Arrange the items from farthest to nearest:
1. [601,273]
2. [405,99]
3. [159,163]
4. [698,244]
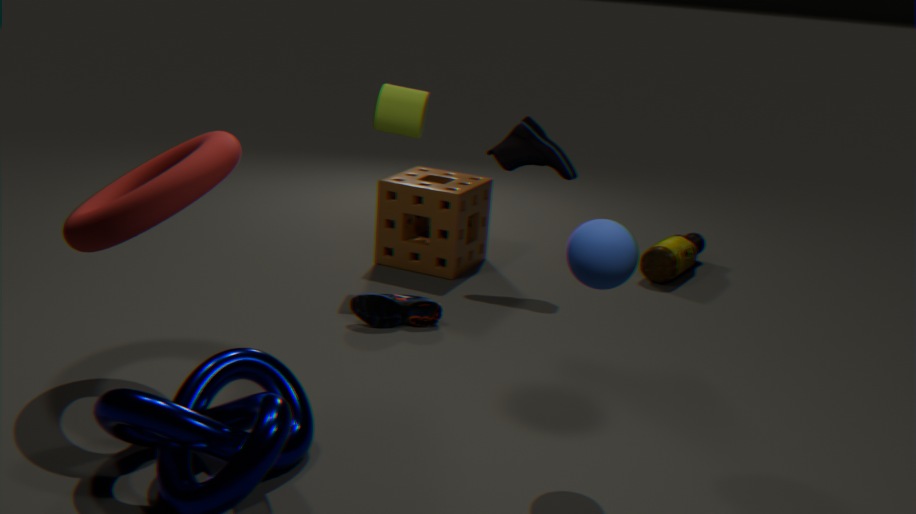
[698,244], [405,99], [159,163], [601,273]
